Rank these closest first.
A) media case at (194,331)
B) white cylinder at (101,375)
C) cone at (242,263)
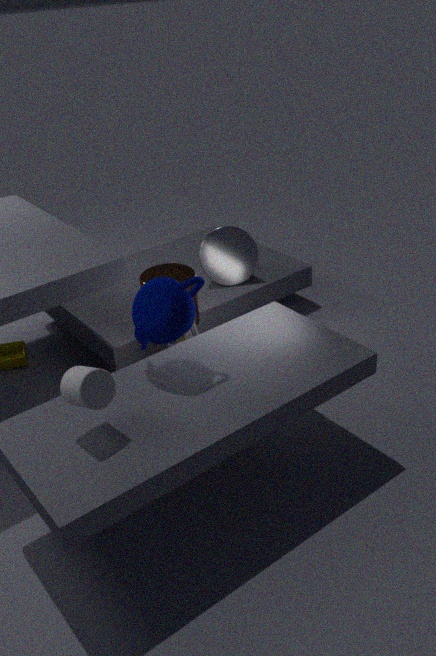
white cylinder at (101,375) < media case at (194,331) < cone at (242,263)
